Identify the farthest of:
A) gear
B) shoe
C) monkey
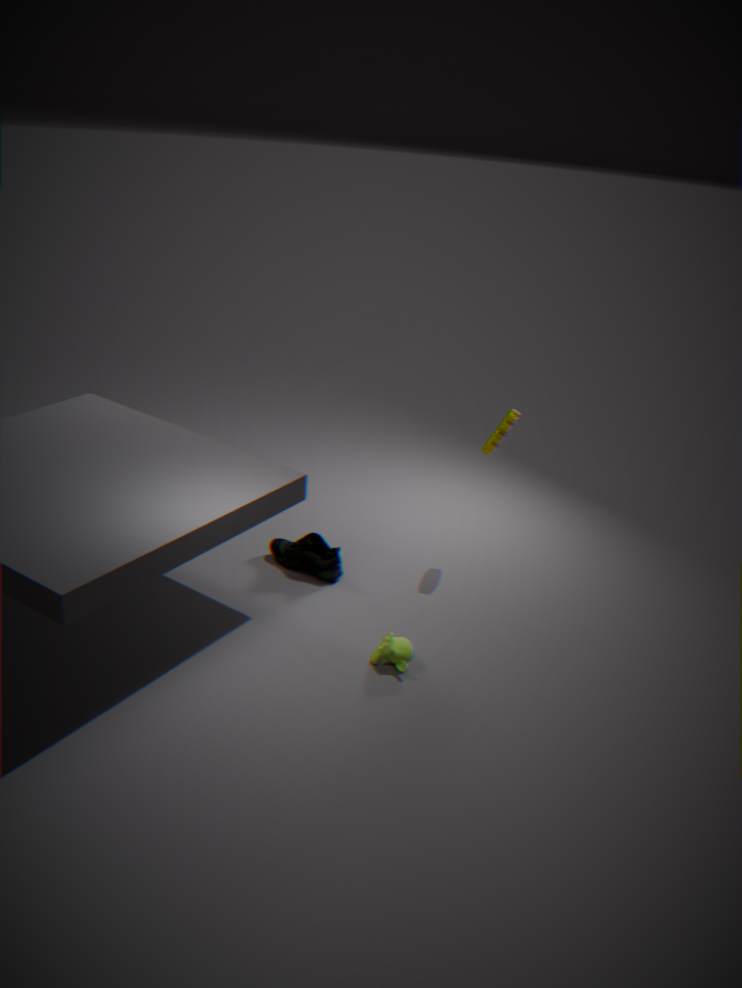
shoe
